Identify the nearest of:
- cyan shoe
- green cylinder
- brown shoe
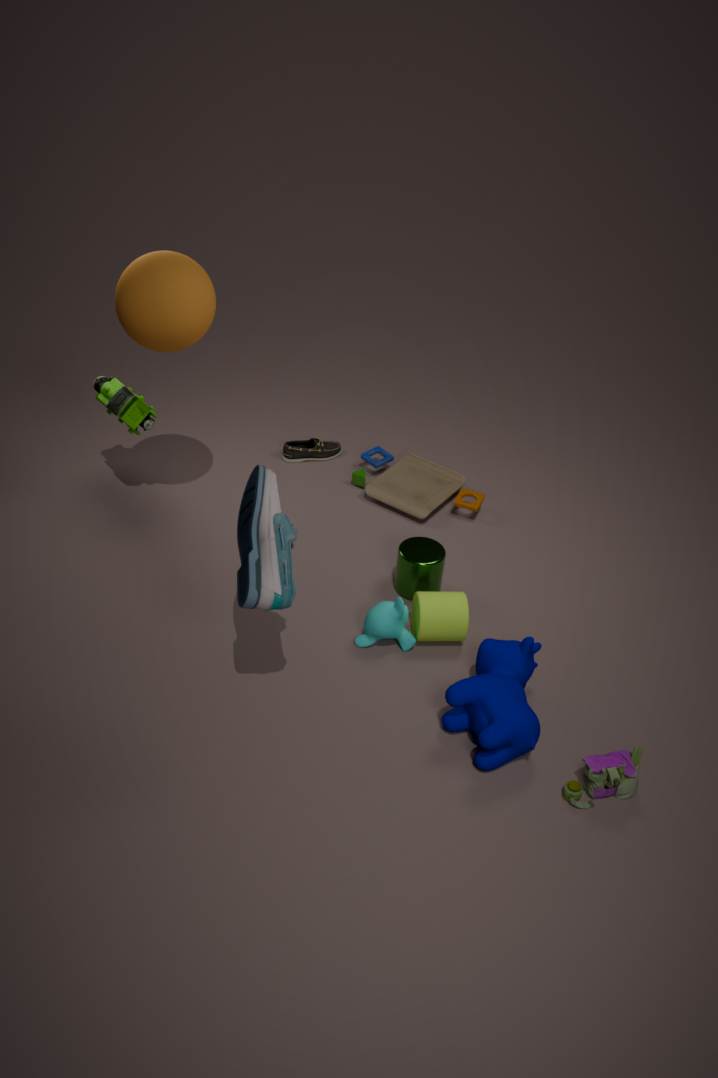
cyan shoe
